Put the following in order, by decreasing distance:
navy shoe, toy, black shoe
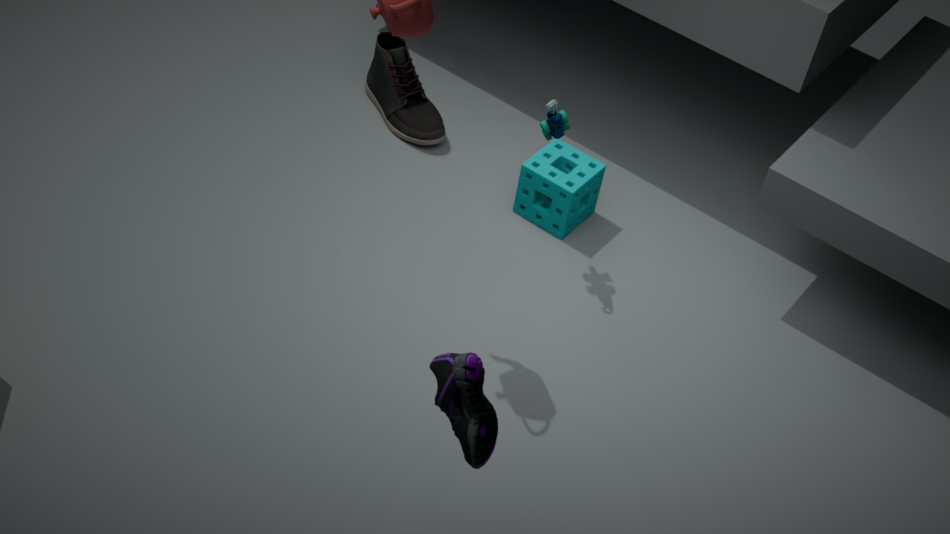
black shoe → toy → navy shoe
